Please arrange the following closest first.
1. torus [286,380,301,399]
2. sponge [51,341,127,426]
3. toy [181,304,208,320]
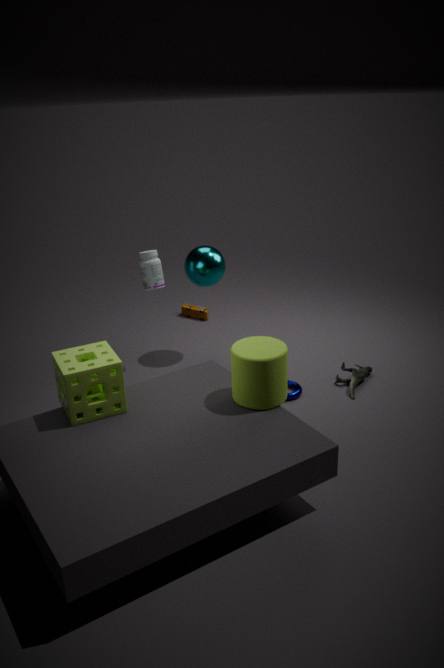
sponge [51,341,127,426]
torus [286,380,301,399]
toy [181,304,208,320]
